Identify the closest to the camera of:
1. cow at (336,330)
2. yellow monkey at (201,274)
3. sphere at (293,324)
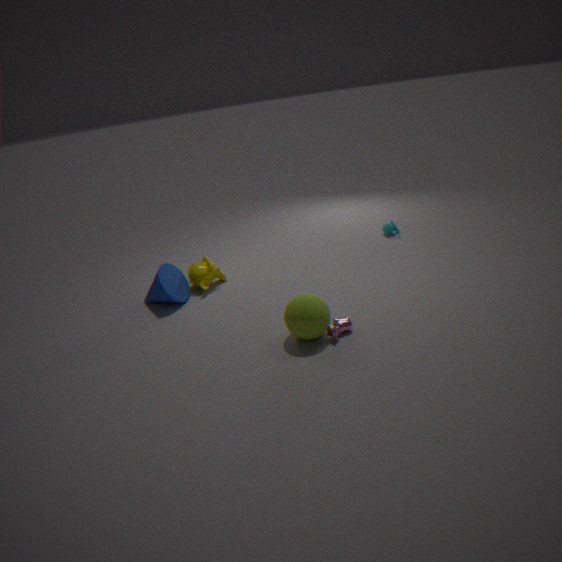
sphere at (293,324)
